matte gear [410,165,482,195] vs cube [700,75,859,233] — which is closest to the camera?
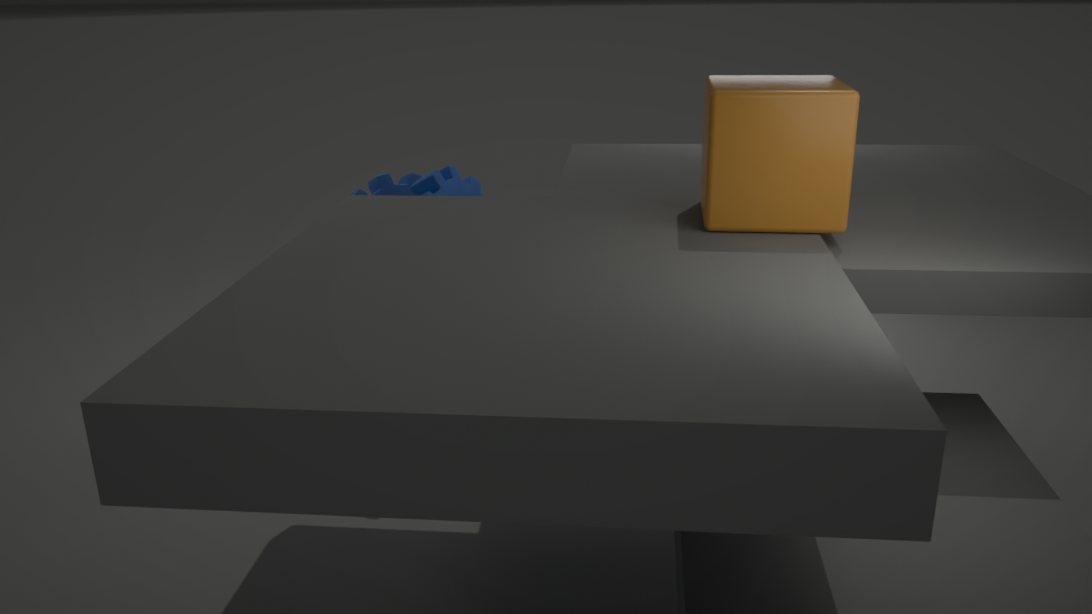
cube [700,75,859,233]
